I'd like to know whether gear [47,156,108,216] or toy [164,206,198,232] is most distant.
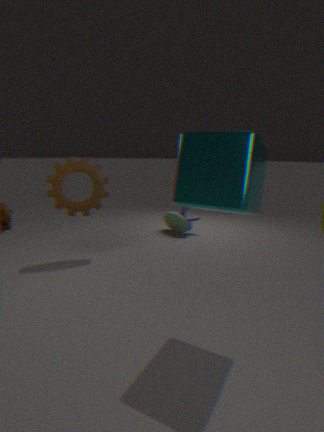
toy [164,206,198,232]
